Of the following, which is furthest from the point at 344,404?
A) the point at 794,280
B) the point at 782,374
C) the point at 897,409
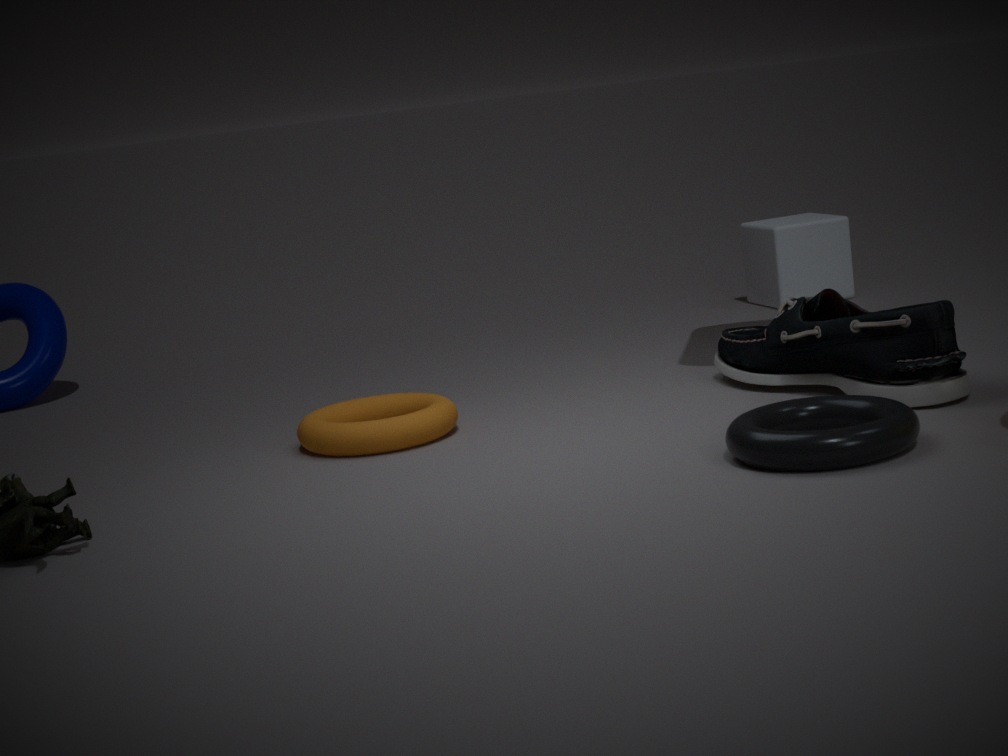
the point at 794,280
